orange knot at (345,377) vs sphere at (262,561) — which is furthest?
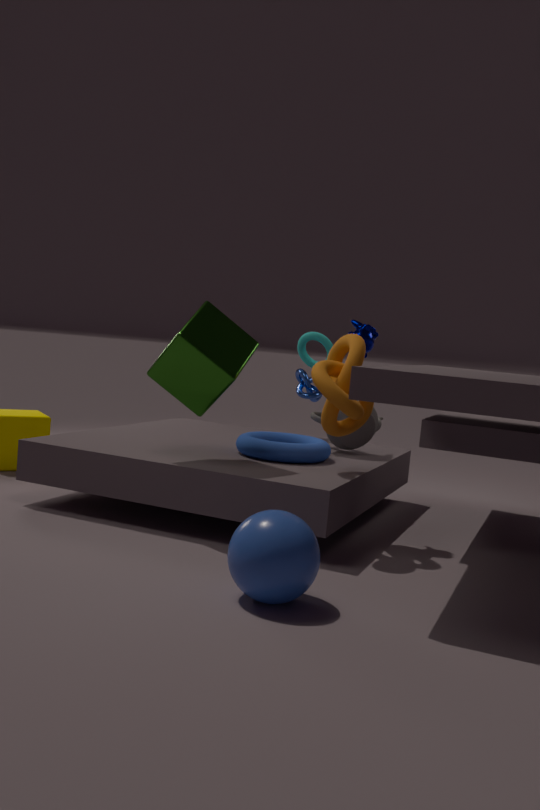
orange knot at (345,377)
